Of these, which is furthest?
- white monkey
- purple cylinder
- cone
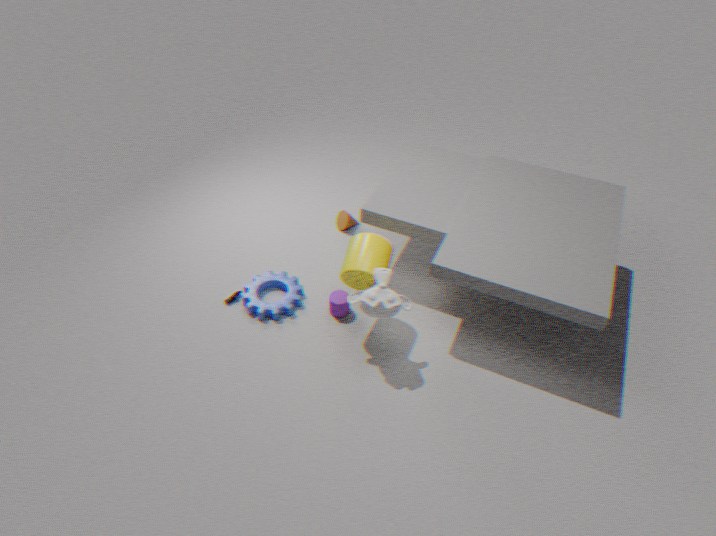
cone
